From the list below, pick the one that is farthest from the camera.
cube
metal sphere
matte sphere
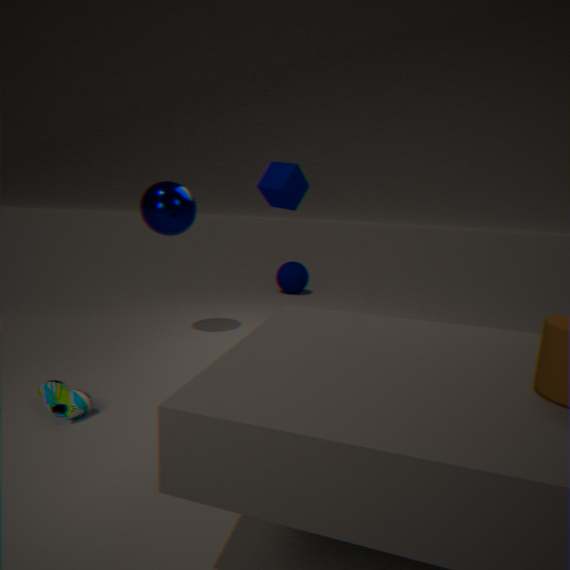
matte sphere
